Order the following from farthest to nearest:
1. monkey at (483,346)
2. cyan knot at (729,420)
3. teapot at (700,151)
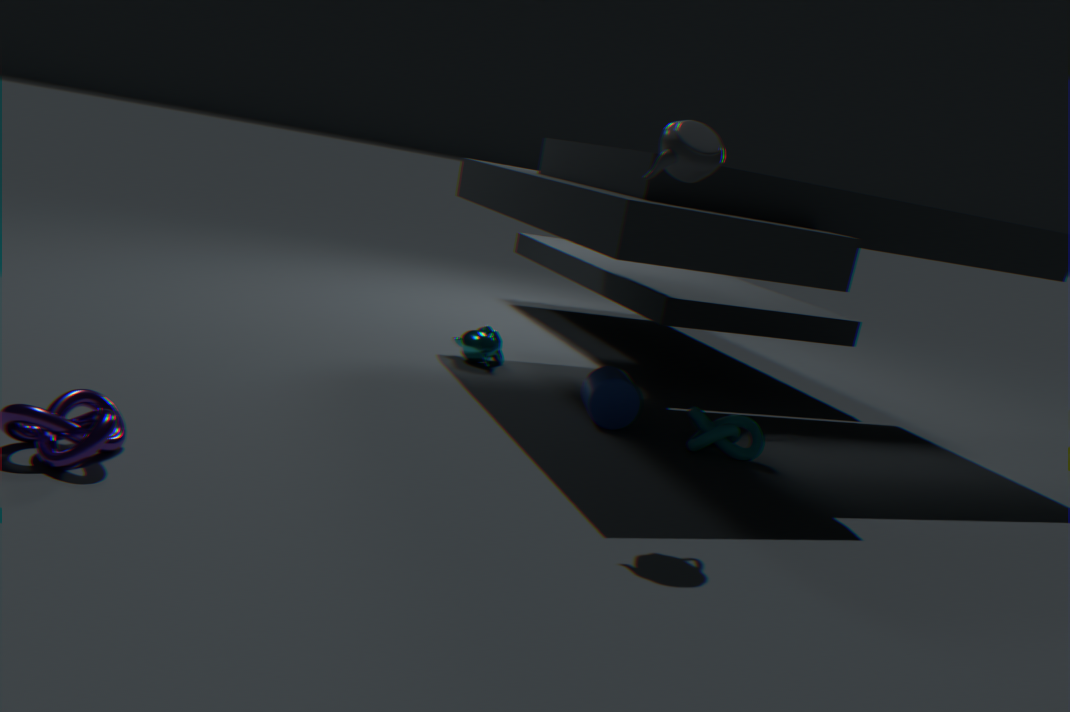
monkey at (483,346) → cyan knot at (729,420) → teapot at (700,151)
